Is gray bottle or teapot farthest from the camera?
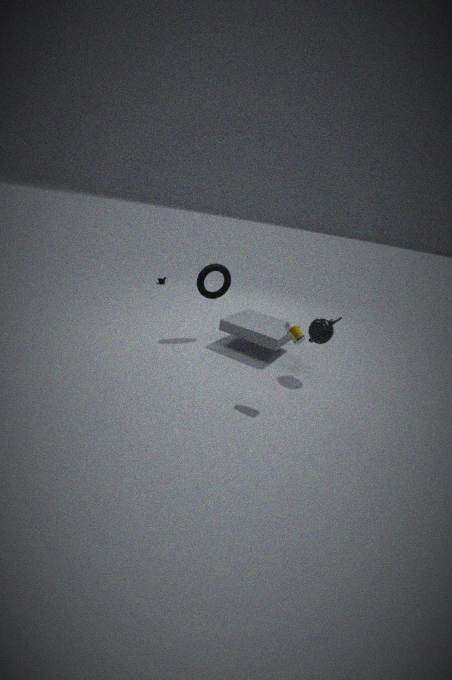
teapot
